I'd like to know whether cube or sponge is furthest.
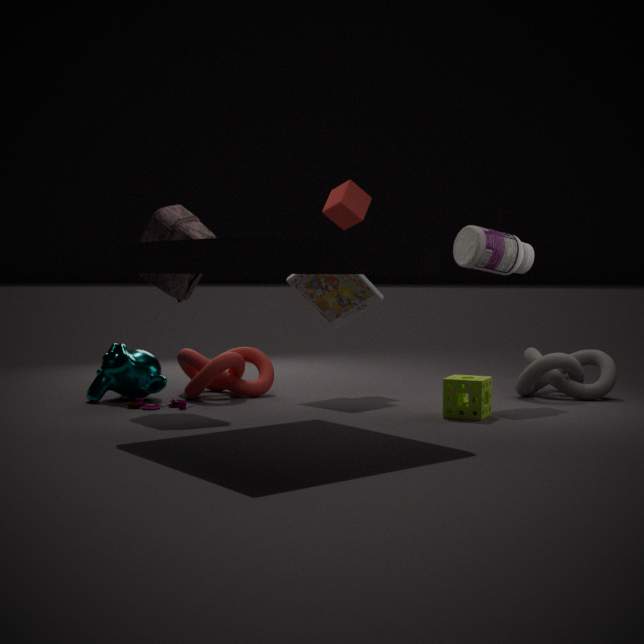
cube
